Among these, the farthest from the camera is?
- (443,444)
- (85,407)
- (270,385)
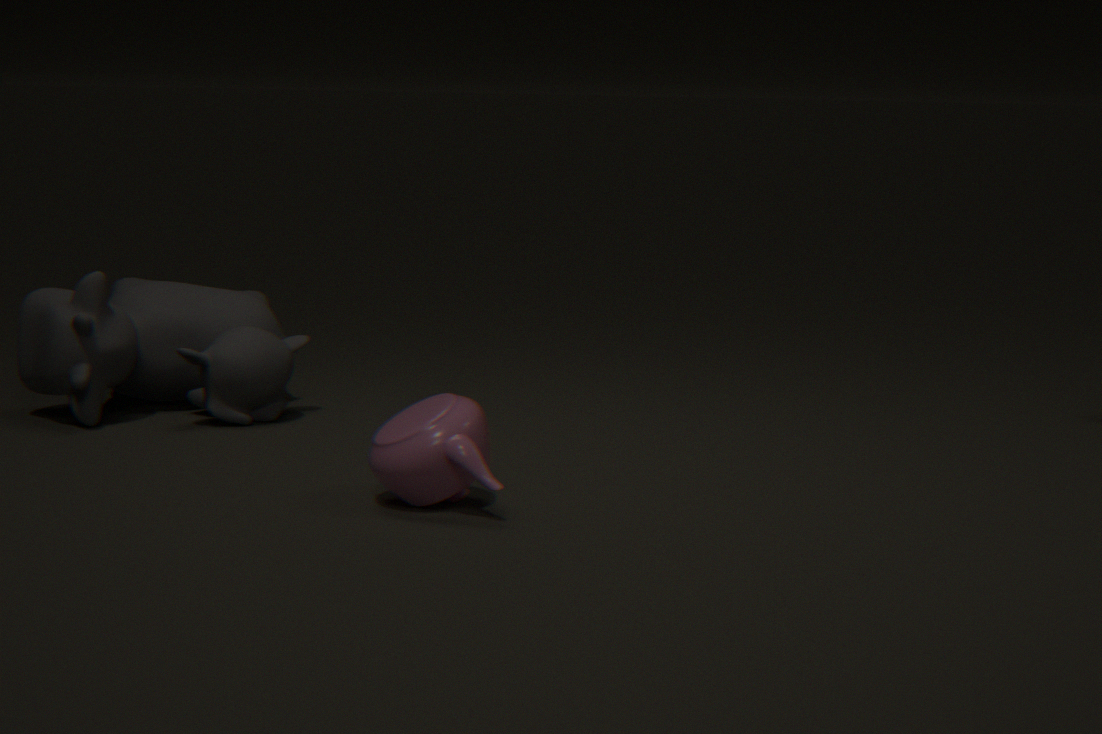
(270,385)
